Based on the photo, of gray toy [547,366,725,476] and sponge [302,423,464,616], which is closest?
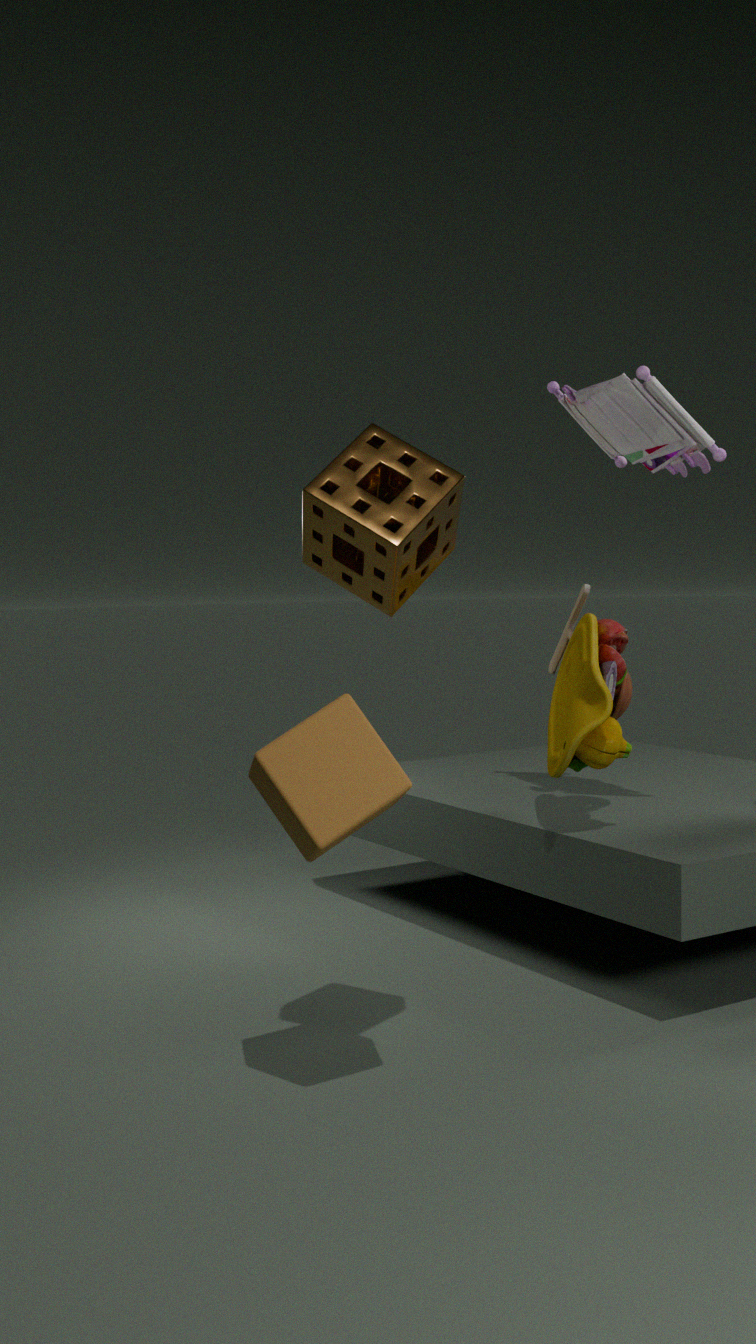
sponge [302,423,464,616]
